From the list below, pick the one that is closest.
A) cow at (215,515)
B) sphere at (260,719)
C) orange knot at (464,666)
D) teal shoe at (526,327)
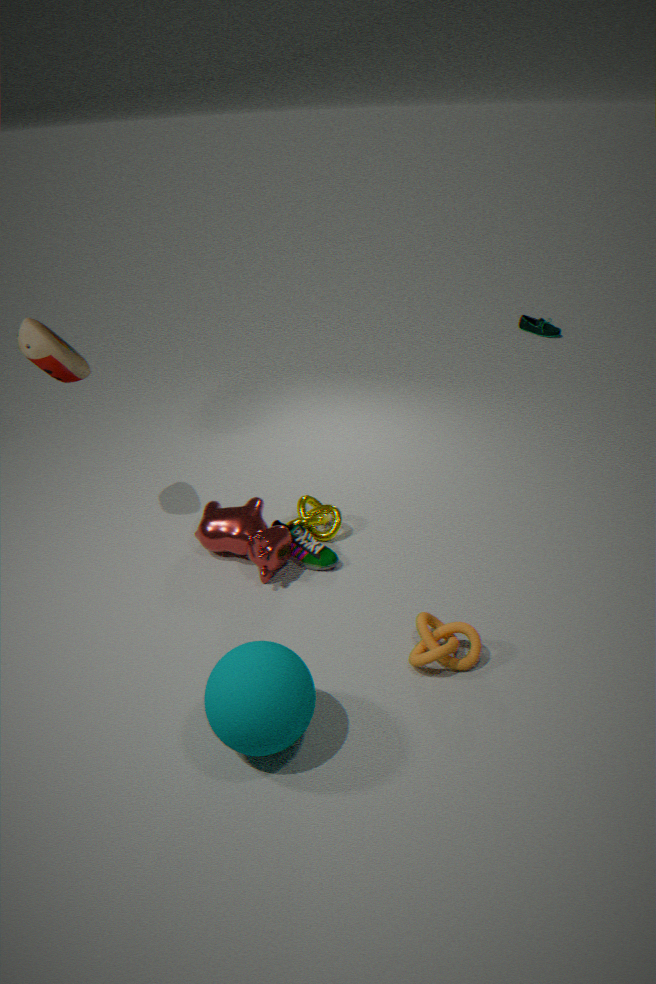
sphere at (260,719)
